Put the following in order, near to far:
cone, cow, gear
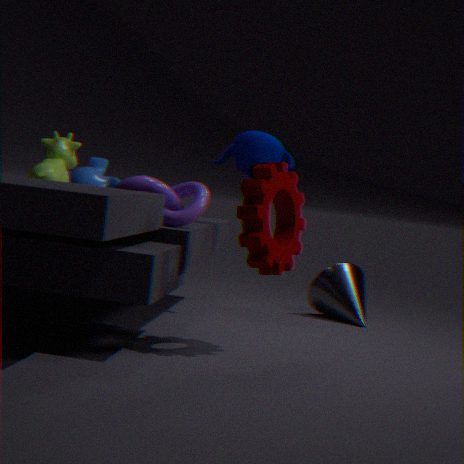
gear → cow → cone
